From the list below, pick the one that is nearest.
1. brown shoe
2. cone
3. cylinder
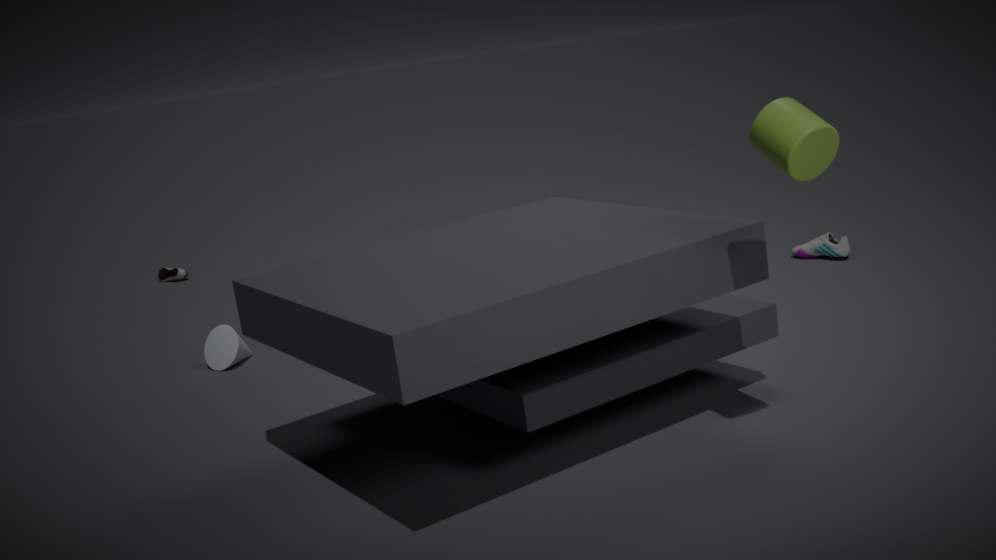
cylinder
